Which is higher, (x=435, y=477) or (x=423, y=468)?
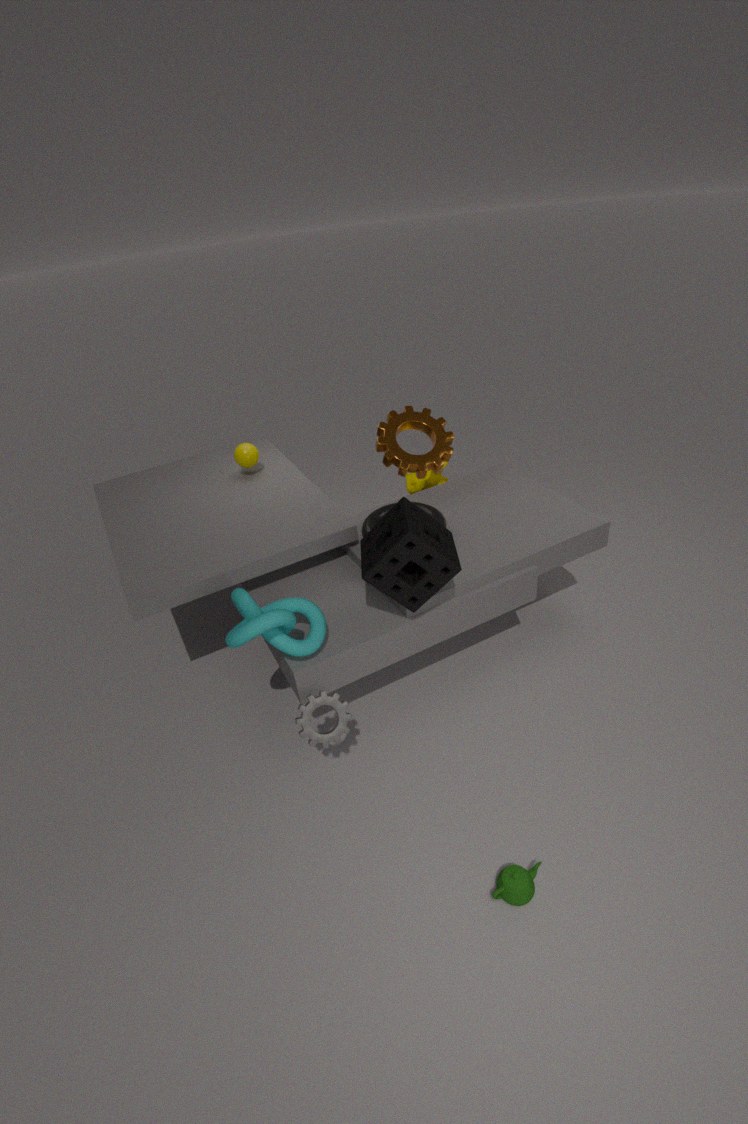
(x=423, y=468)
